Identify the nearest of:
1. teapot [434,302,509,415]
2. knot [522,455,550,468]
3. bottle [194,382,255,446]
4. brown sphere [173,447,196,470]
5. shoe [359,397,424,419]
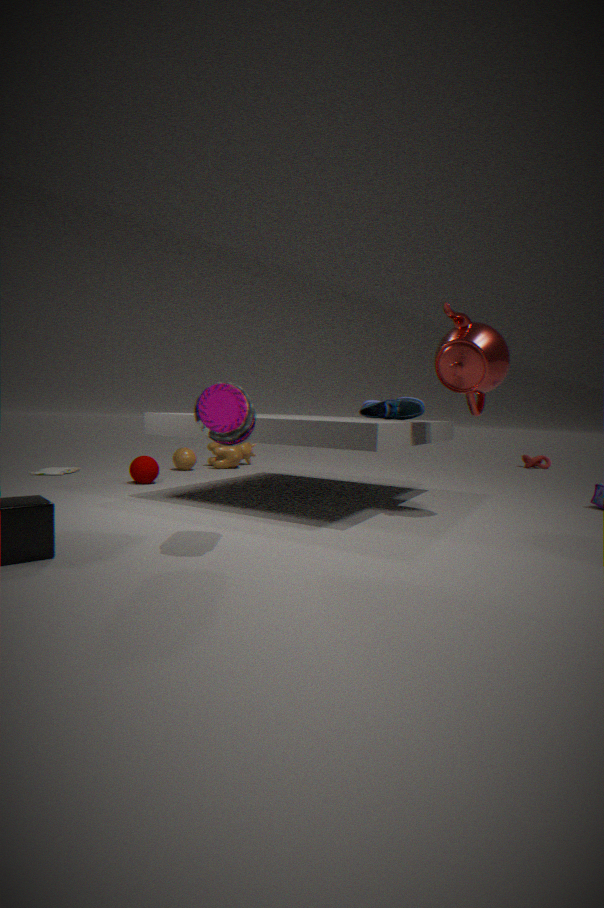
bottle [194,382,255,446]
